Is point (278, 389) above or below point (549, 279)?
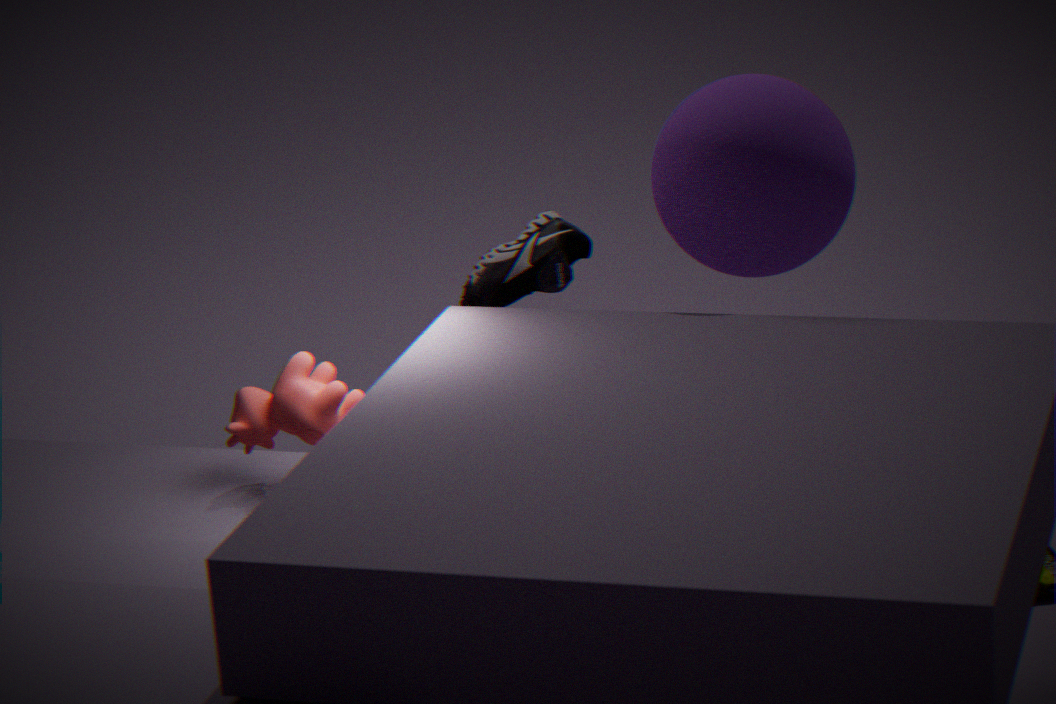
below
